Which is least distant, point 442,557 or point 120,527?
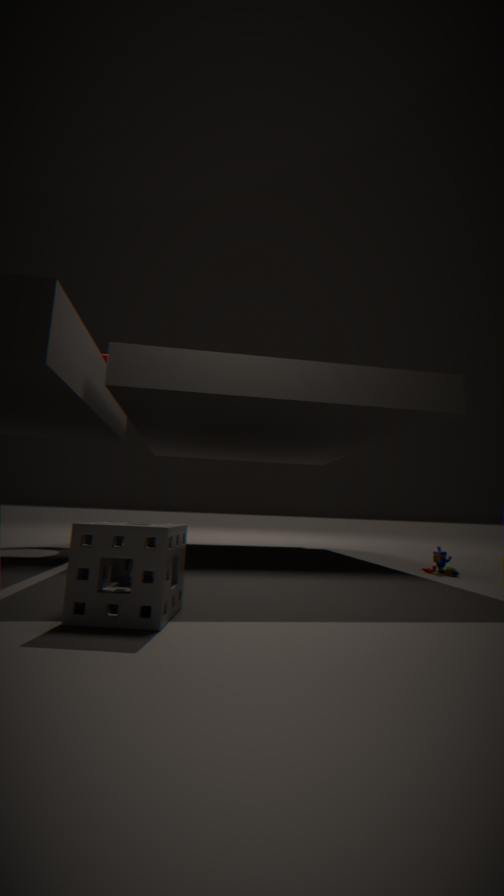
point 120,527
